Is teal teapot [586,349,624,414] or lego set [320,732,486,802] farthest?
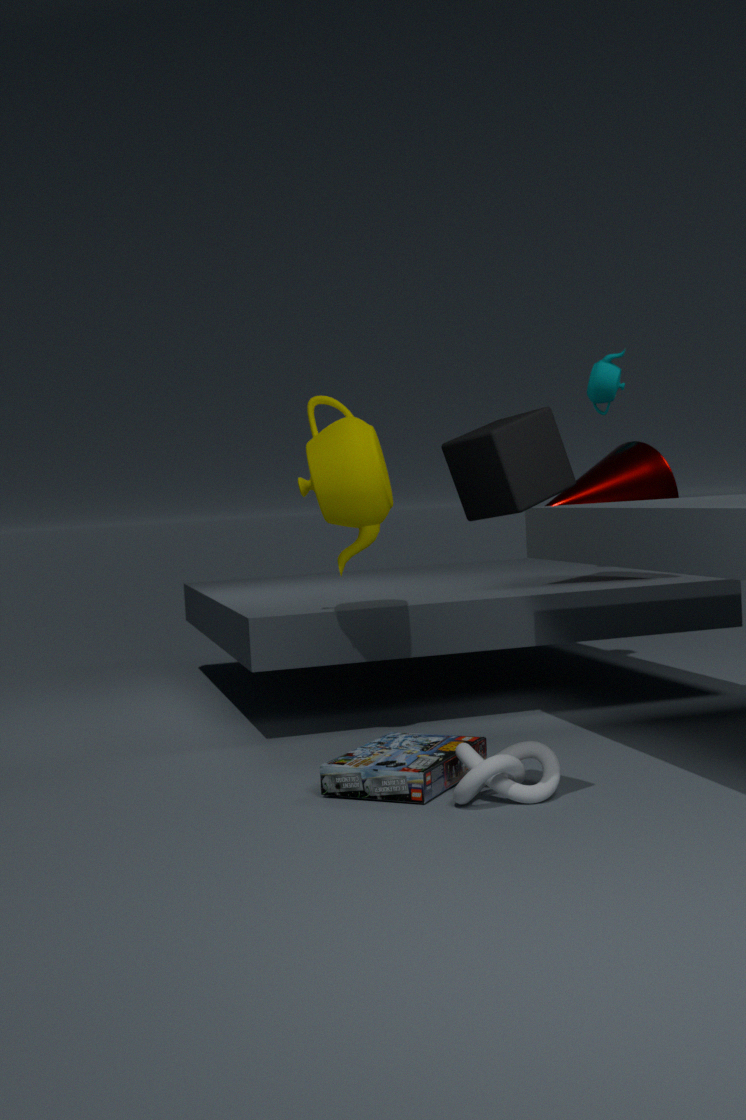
teal teapot [586,349,624,414]
